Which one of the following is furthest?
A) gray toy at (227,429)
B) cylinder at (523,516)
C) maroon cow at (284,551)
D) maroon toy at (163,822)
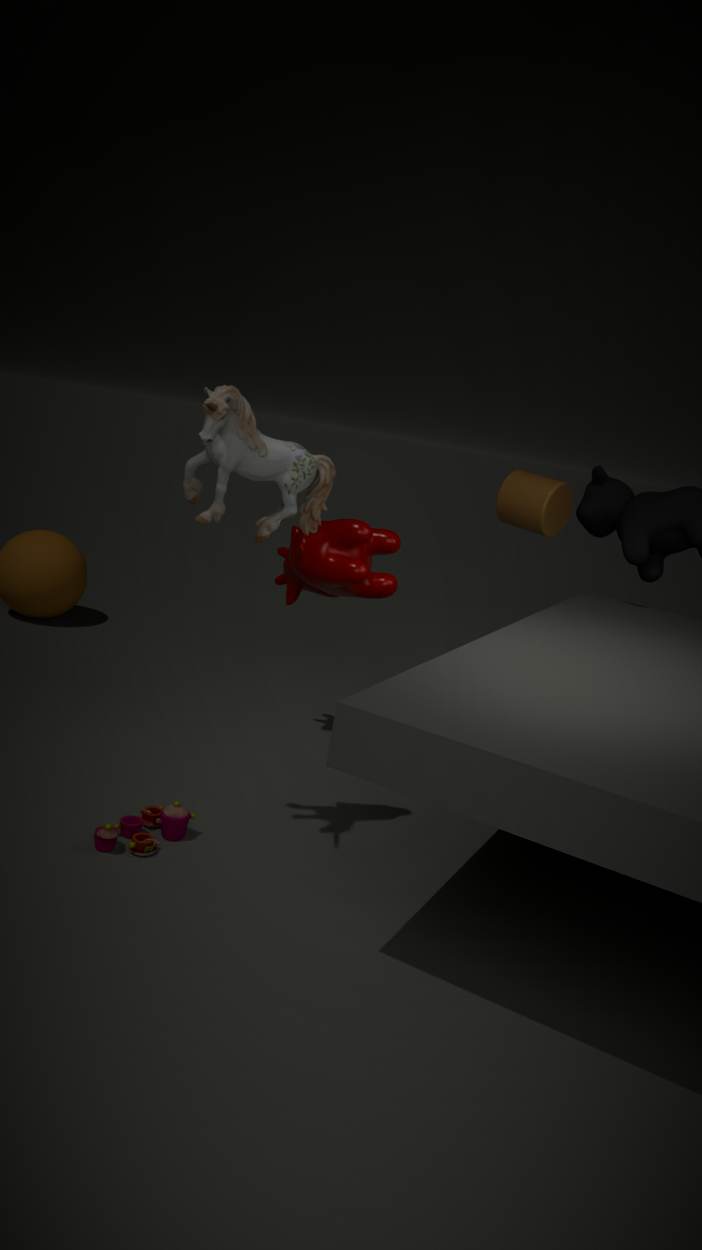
cylinder at (523,516)
